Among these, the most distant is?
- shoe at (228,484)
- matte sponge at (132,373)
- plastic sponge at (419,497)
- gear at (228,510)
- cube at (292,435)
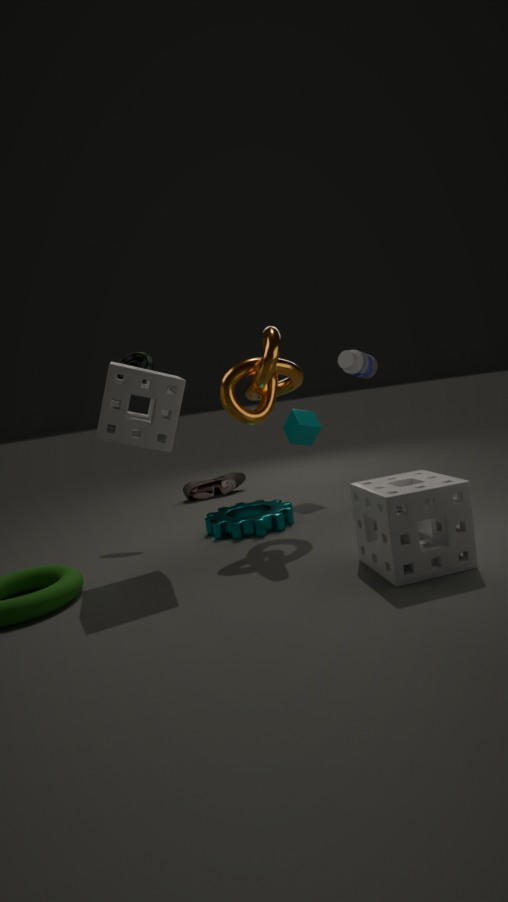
shoe at (228,484)
